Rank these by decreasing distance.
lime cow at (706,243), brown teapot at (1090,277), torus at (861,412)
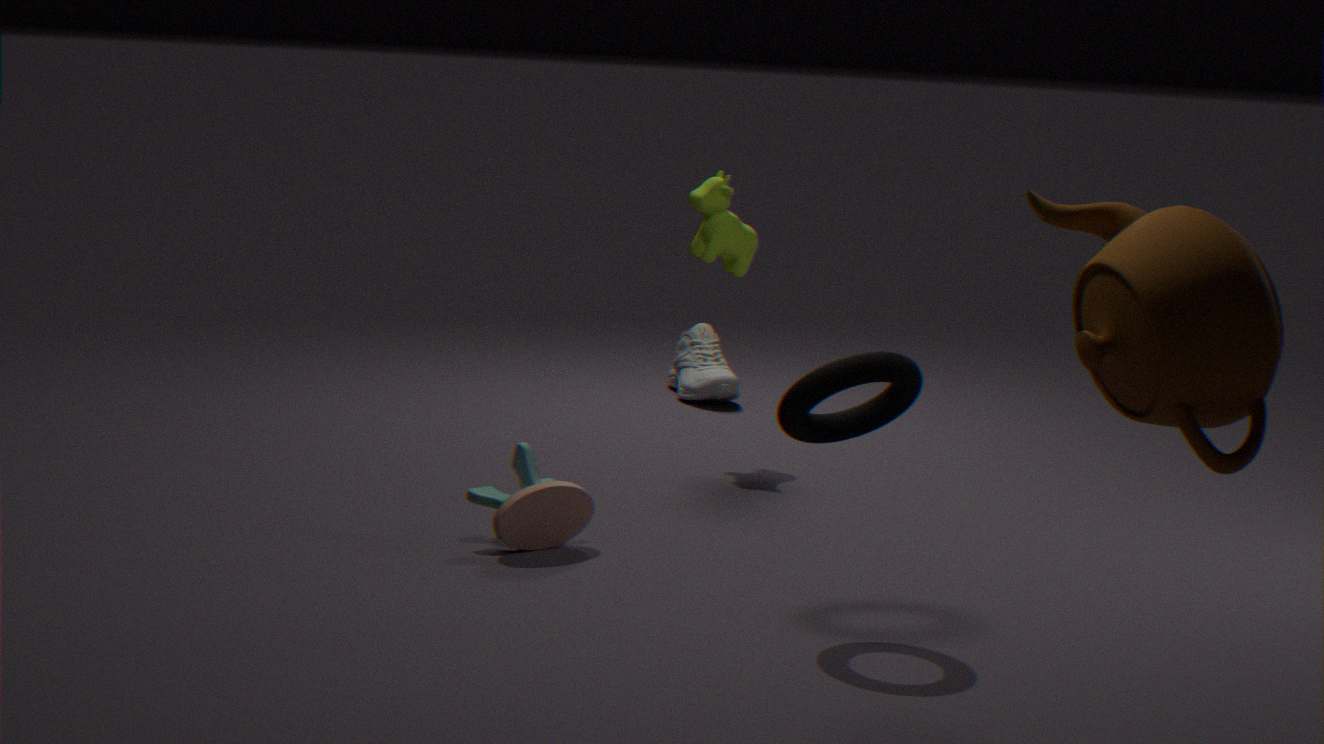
1. lime cow at (706,243)
2. torus at (861,412)
3. brown teapot at (1090,277)
